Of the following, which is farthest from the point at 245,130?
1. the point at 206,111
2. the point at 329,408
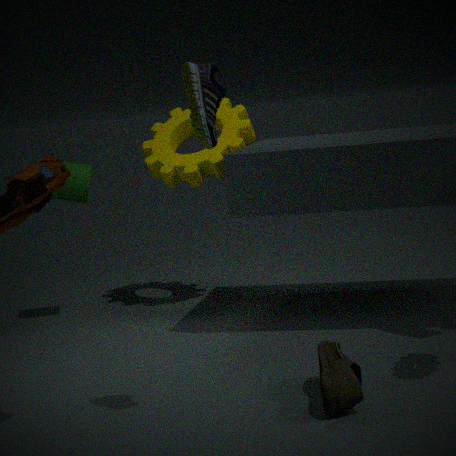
the point at 329,408
